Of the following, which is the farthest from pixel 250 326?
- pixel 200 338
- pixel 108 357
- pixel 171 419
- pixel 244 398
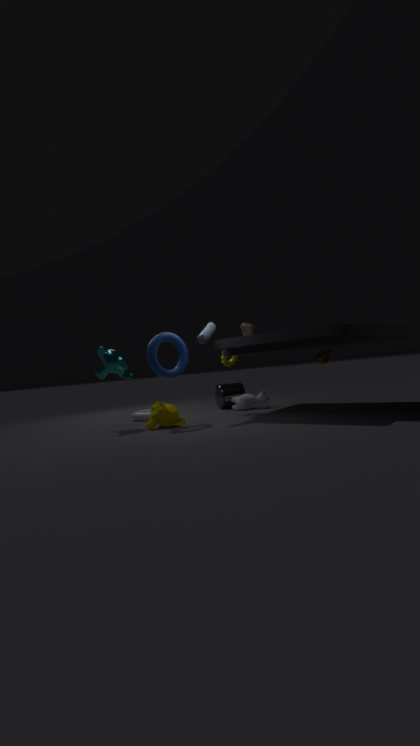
pixel 108 357
